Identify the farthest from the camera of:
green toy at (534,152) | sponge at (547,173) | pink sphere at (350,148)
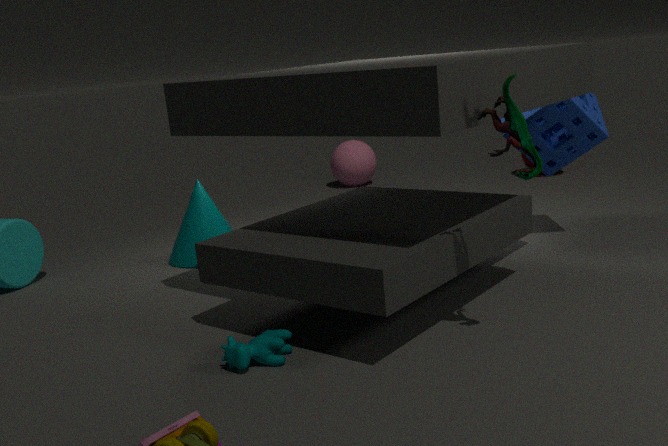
pink sphere at (350,148)
